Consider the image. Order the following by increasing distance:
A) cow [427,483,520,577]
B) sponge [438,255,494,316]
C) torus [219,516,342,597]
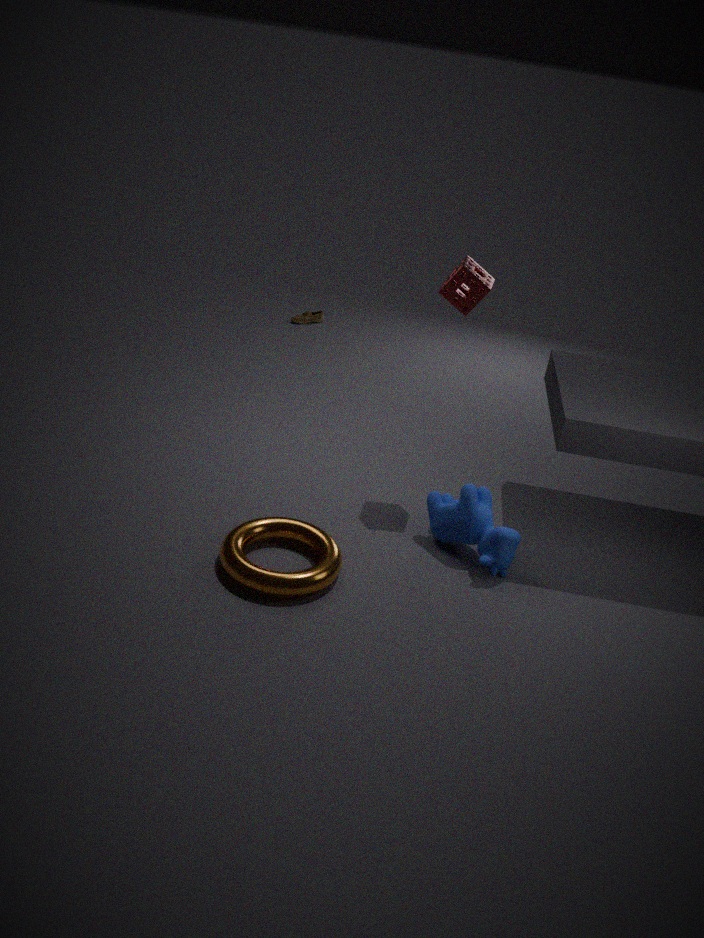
C. torus [219,516,342,597], A. cow [427,483,520,577], B. sponge [438,255,494,316]
